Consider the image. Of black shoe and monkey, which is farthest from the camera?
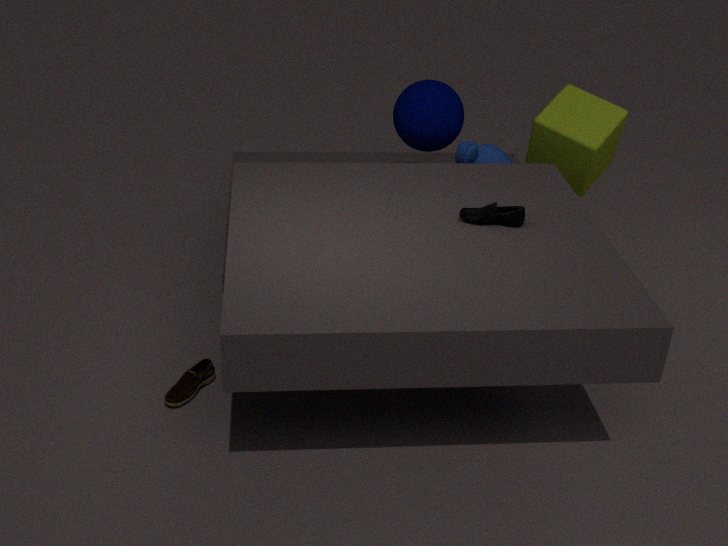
monkey
